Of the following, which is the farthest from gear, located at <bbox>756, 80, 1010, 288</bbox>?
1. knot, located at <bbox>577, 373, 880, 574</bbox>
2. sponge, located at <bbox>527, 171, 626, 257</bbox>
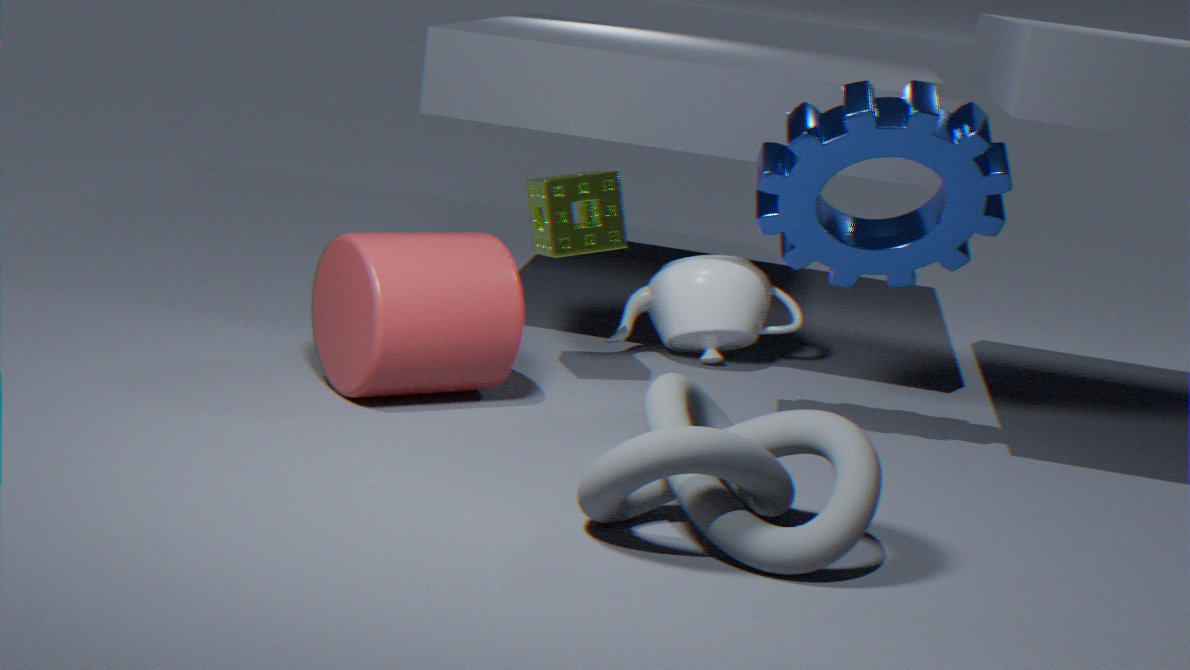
knot, located at <bbox>577, 373, 880, 574</bbox>
